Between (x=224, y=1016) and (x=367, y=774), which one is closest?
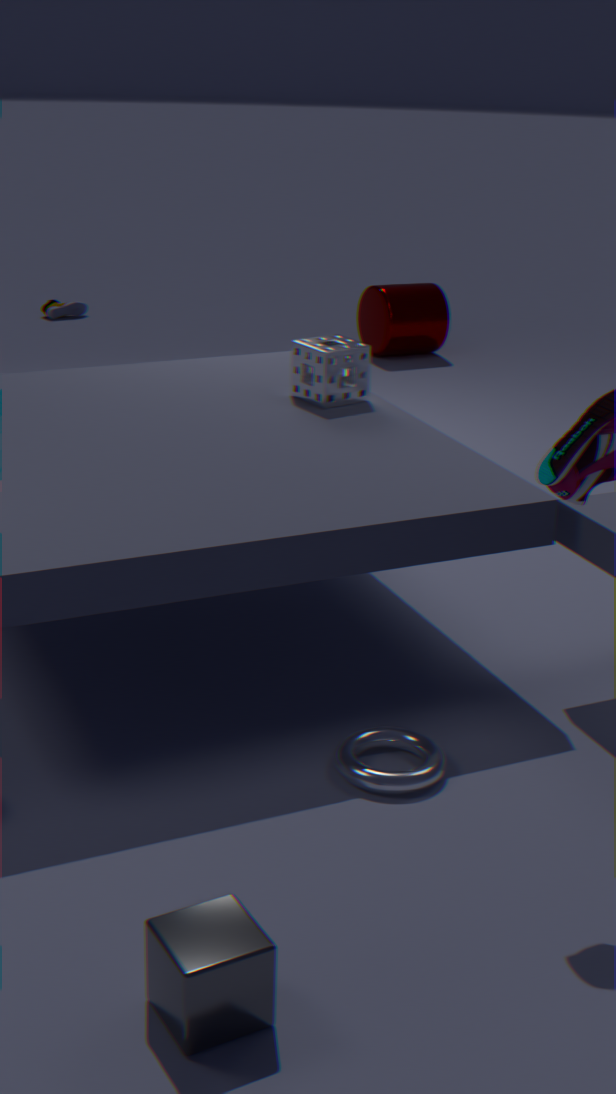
(x=224, y=1016)
